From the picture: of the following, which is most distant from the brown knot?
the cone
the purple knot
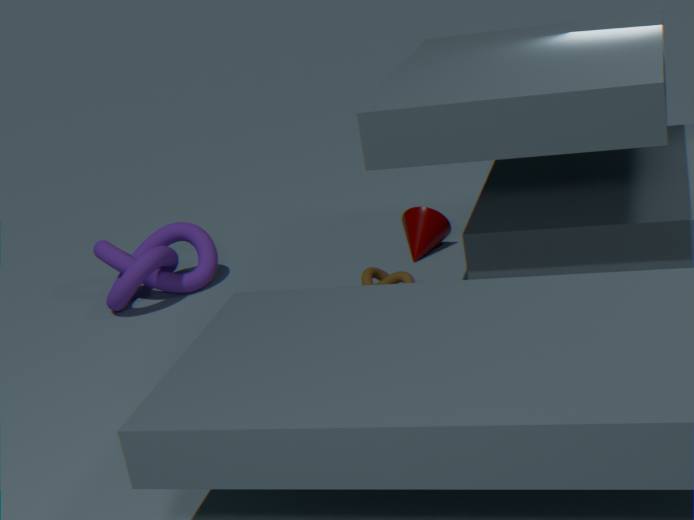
the purple knot
